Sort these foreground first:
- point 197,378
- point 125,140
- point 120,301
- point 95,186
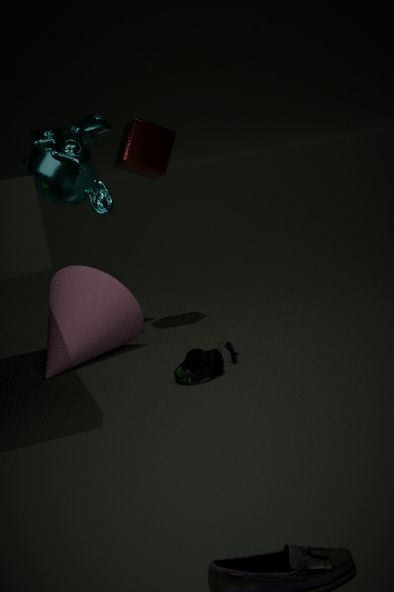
1. point 197,378
2. point 125,140
3. point 120,301
4. point 95,186
